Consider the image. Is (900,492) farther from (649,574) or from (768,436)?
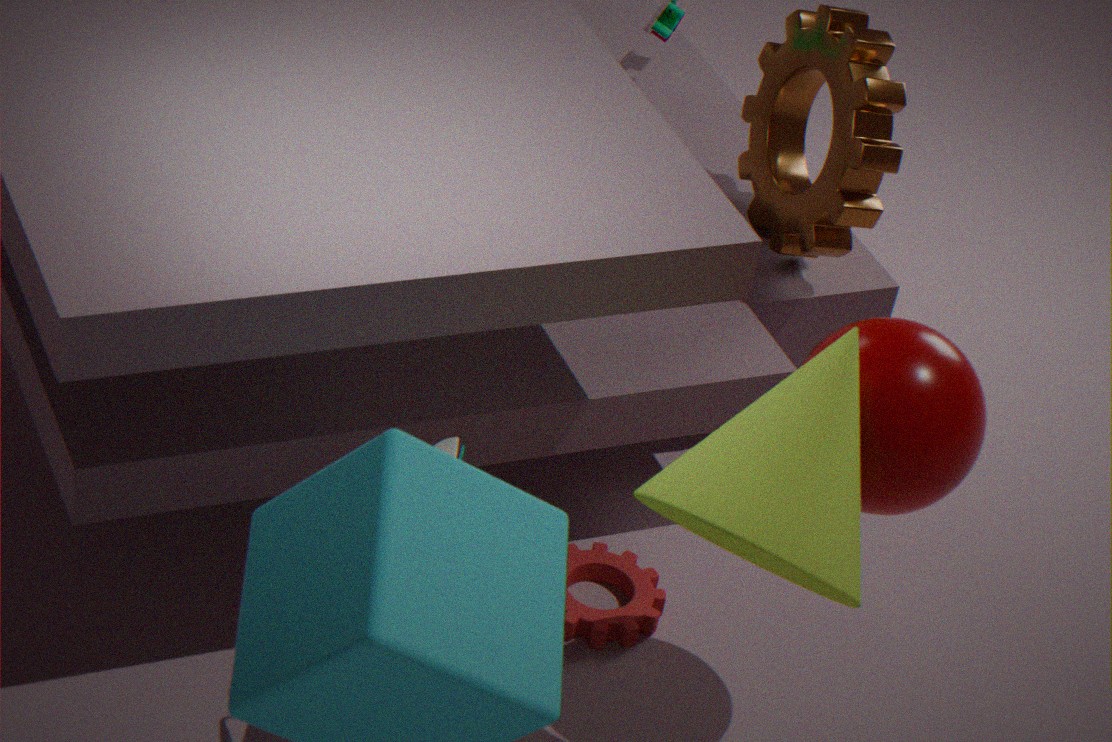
(649,574)
